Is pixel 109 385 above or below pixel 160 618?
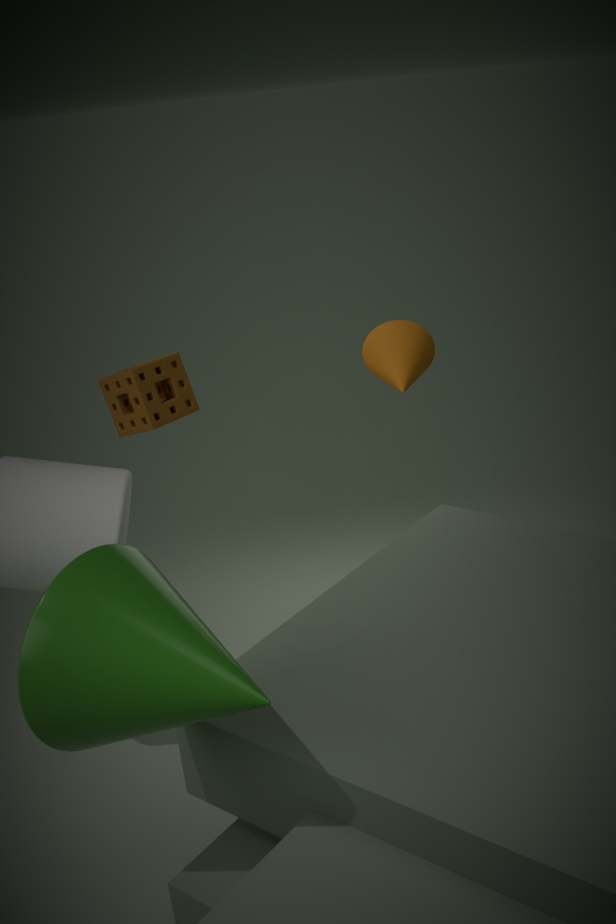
above
